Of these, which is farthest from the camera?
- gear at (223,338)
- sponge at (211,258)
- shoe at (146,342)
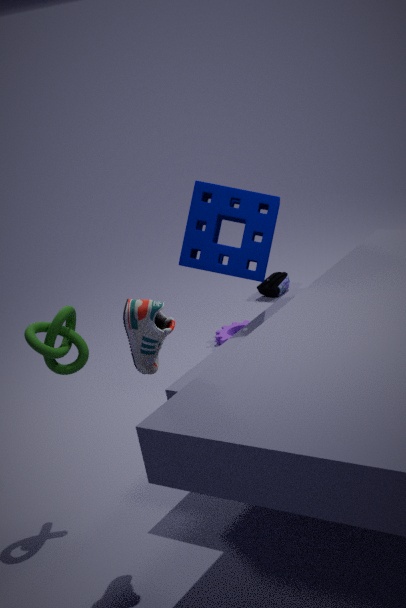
gear at (223,338)
